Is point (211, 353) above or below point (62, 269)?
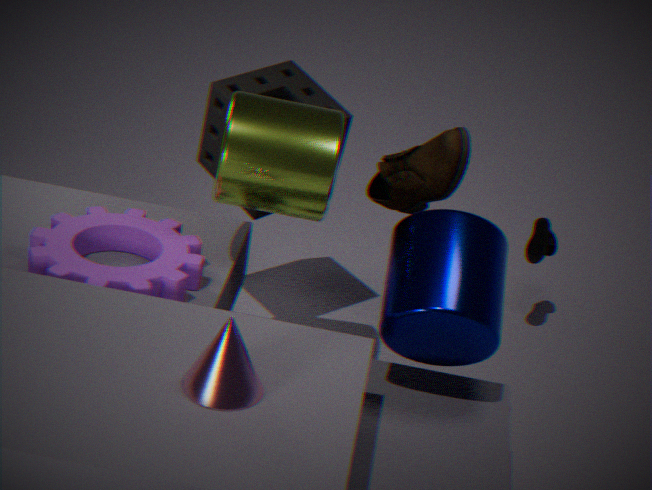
above
